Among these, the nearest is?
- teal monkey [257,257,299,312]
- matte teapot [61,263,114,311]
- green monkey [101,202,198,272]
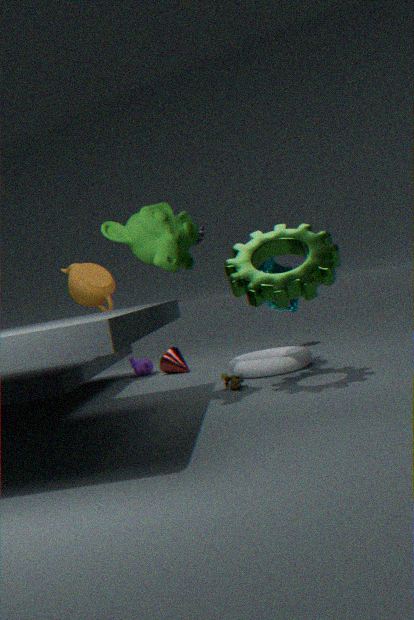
green monkey [101,202,198,272]
